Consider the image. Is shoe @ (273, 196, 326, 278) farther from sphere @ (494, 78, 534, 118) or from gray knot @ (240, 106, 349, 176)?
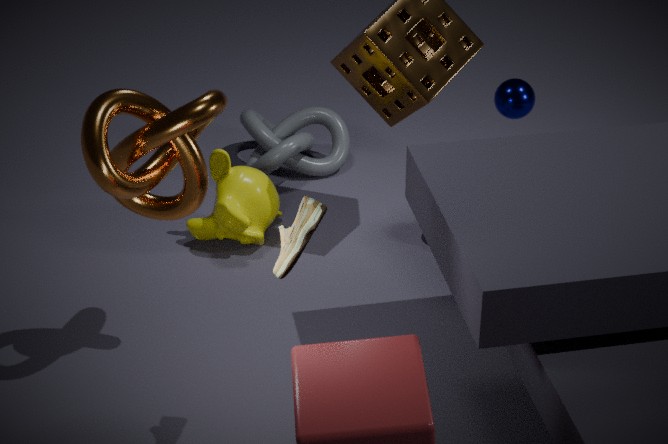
sphere @ (494, 78, 534, 118)
